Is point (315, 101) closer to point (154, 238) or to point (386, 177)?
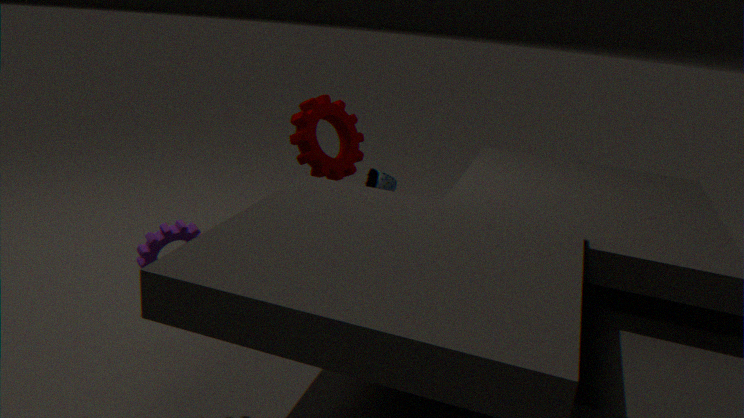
point (386, 177)
